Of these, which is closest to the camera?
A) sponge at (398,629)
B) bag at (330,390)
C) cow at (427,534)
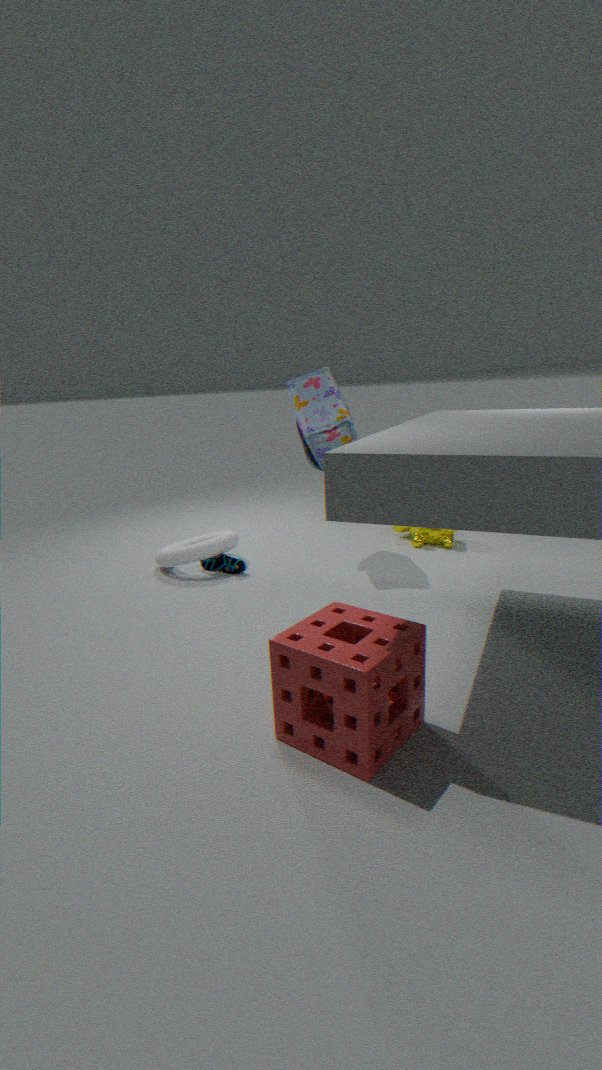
sponge at (398,629)
